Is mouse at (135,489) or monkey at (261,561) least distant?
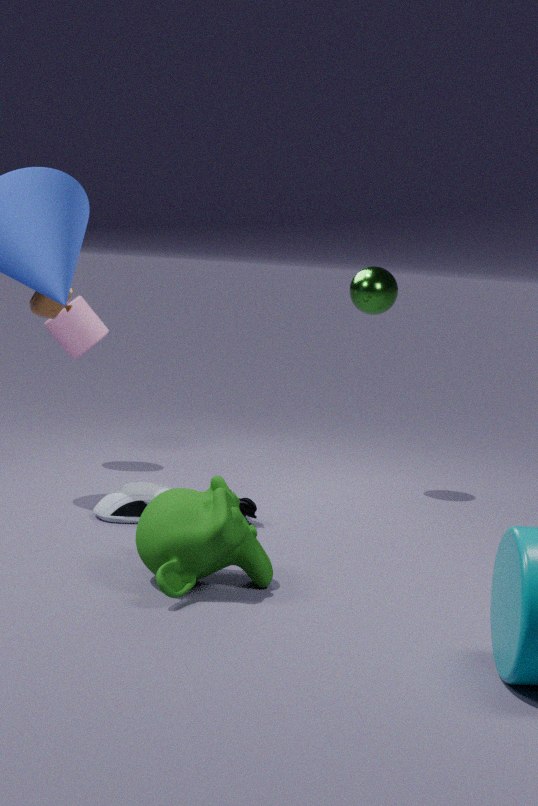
monkey at (261,561)
